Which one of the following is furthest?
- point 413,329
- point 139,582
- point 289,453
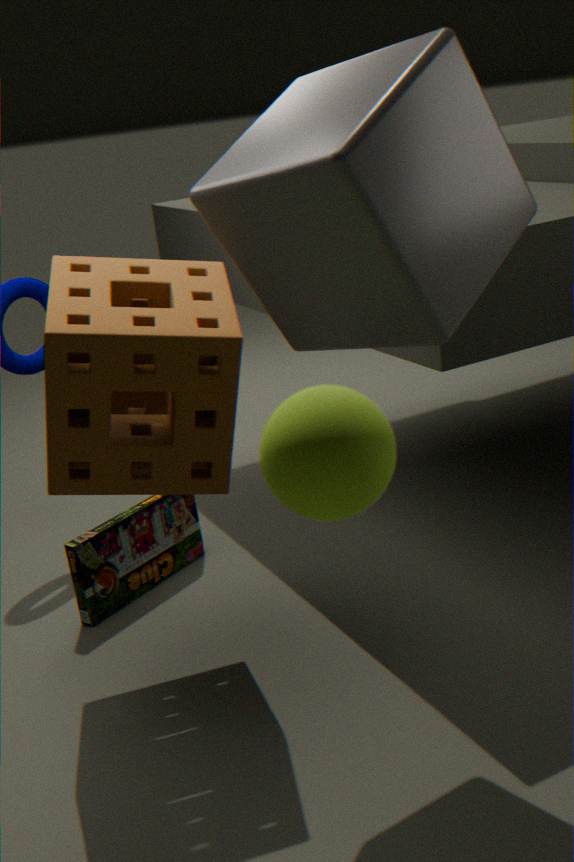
point 139,582
